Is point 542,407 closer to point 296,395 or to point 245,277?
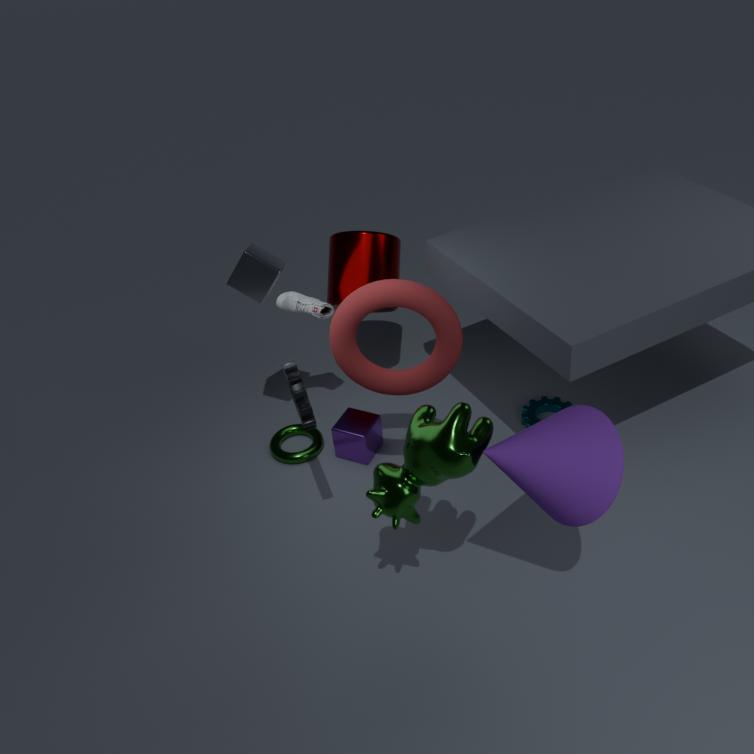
point 296,395
